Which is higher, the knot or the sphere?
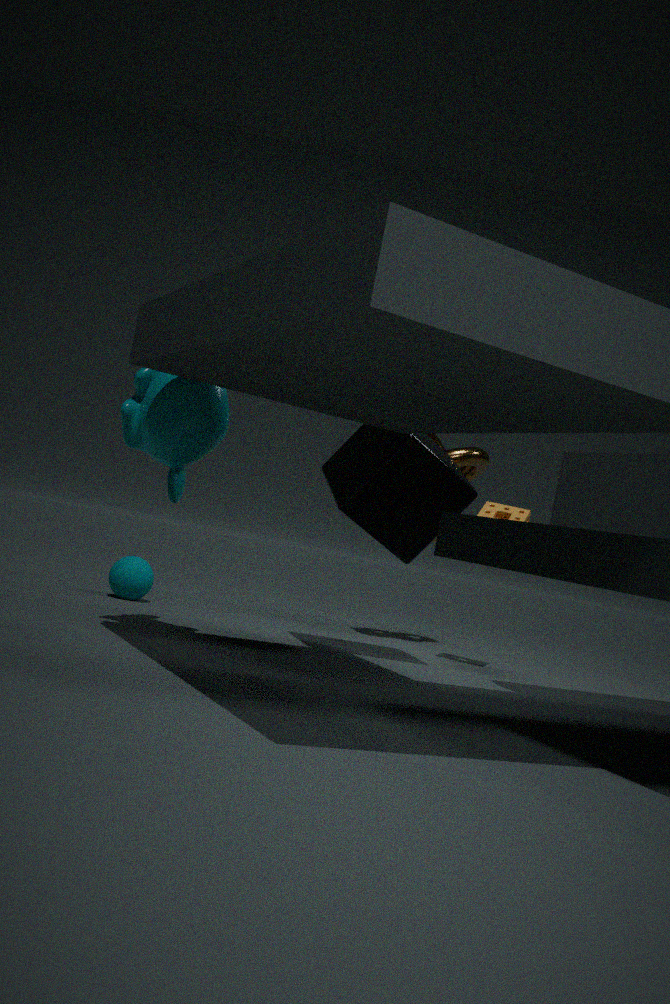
the knot
